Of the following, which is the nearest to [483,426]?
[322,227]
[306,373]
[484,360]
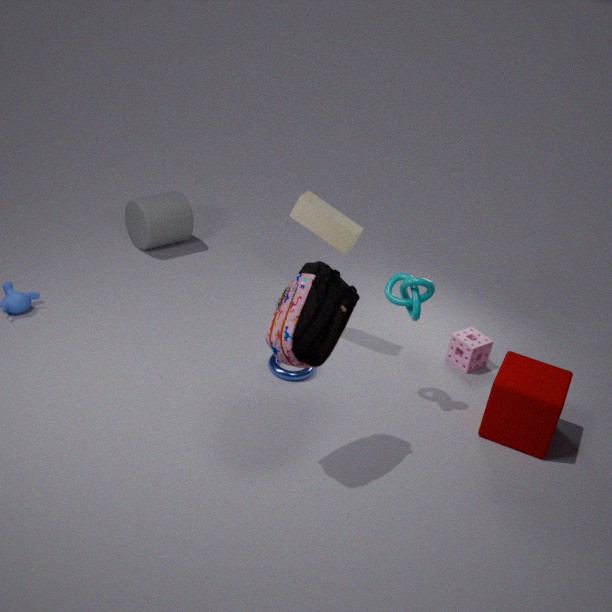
[484,360]
